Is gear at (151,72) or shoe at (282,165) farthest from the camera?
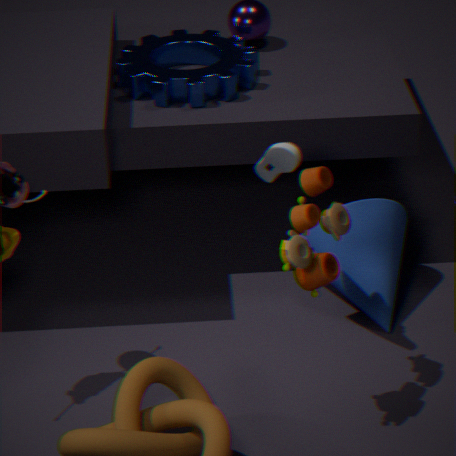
gear at (151,72)
